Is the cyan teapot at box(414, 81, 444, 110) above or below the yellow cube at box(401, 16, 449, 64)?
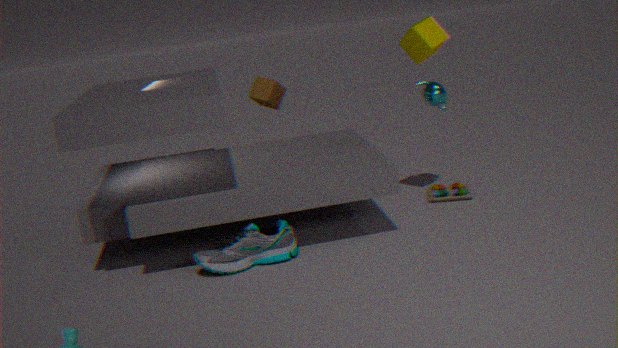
below
